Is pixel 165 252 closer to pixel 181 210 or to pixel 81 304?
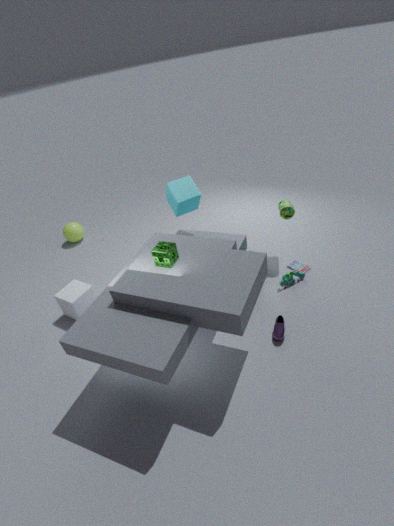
pixel 181 210
